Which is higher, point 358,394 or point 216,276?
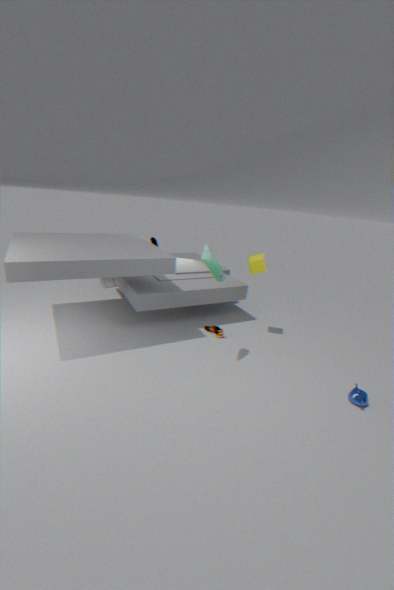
point 216,276
